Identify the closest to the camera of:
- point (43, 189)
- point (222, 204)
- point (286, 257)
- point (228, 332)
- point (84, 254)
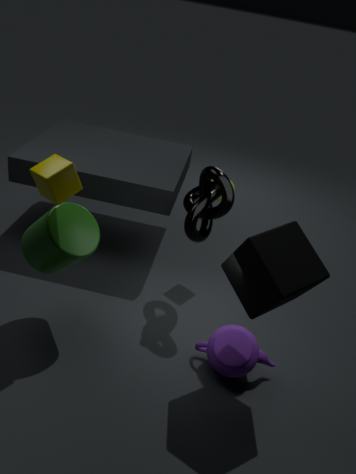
point (286, 257)
